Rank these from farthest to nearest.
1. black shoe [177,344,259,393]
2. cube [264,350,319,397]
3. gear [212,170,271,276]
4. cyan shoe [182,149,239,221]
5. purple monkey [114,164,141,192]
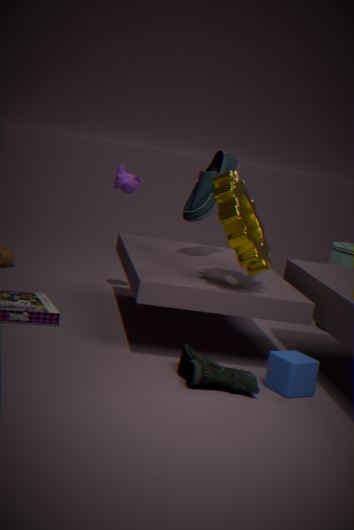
purple monkey [114,164,141,192], cyan shoe [182,149,239,221], gear [212,170,271,276], cube [264,350,319,397], black shoe [177,344,259,393]
